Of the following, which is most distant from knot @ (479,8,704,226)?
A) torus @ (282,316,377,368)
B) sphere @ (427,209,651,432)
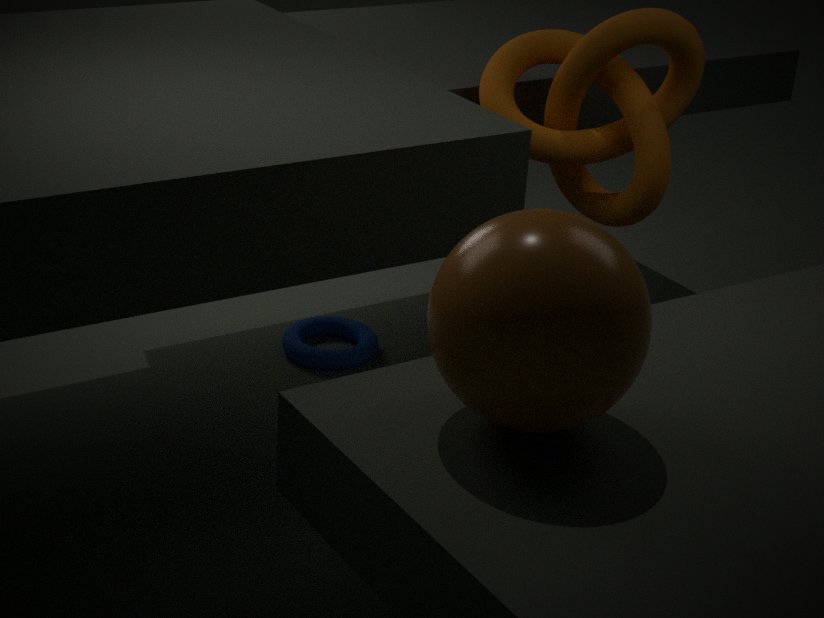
sphere @ (427,209,651,432)
